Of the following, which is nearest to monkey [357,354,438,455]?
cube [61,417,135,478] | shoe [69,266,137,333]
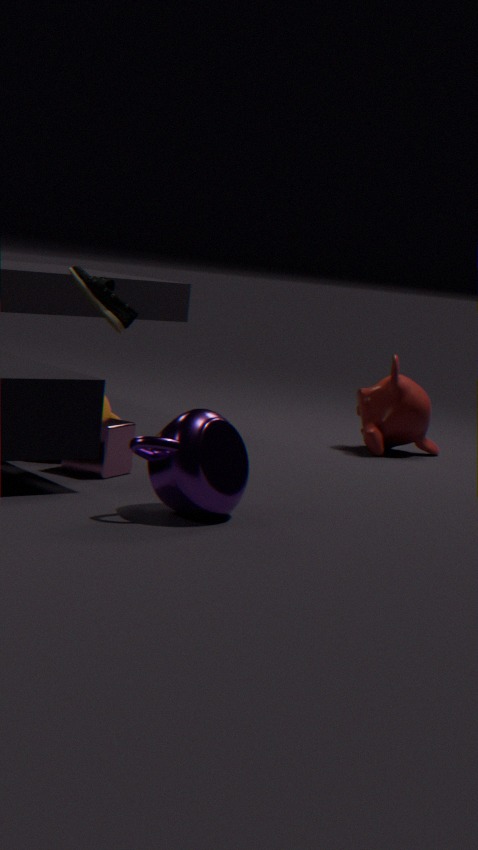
shoe [69,266,137,333]
